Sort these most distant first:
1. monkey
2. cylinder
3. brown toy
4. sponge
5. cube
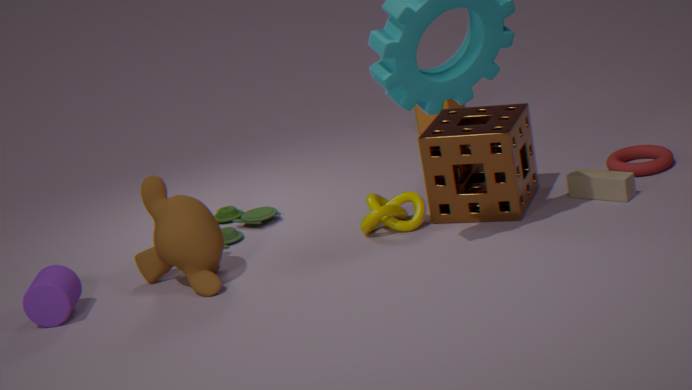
cube → brown toy → sponge → monkey → cylinder
